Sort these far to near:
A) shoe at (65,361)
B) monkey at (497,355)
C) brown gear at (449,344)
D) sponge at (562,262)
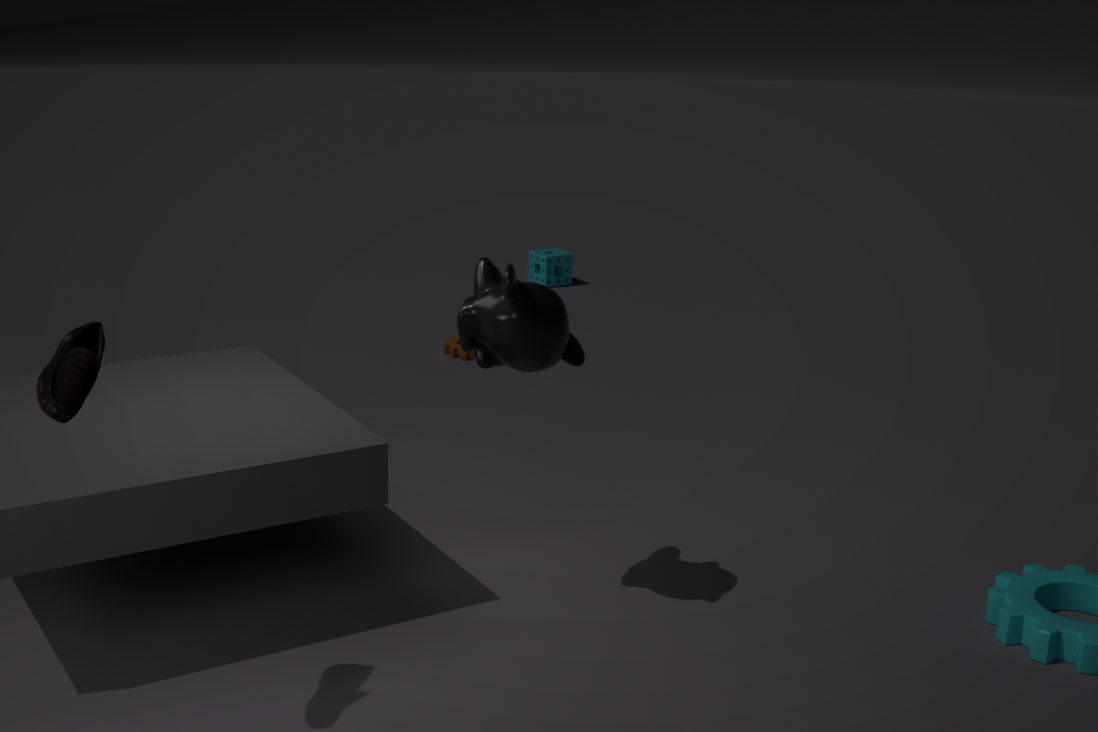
1. sponge at (562,262)
2. brown gear at (449,344)
3. monkey at (497,355)
4. shoe at (65,361)
